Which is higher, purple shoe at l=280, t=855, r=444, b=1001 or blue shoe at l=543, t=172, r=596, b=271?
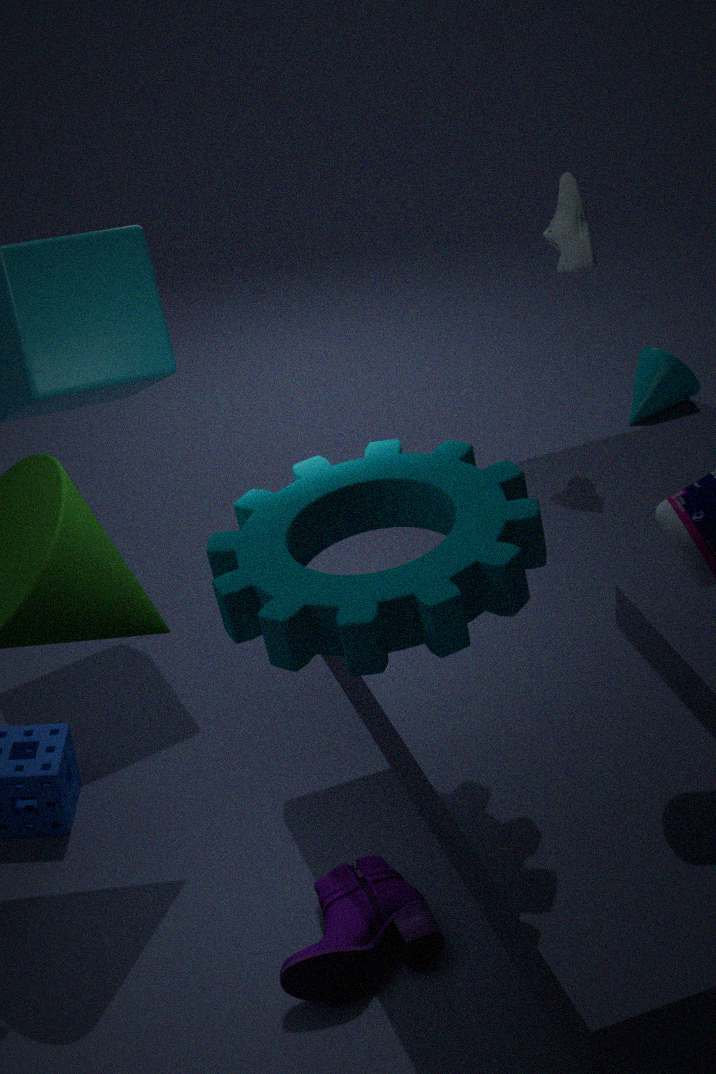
blue shoe at l=543, t=172, r=596, b=271
